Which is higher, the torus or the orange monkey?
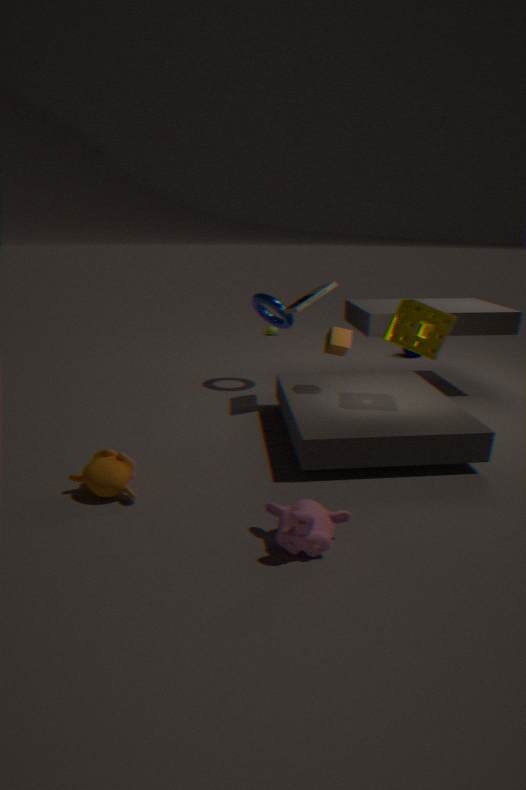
the torus
